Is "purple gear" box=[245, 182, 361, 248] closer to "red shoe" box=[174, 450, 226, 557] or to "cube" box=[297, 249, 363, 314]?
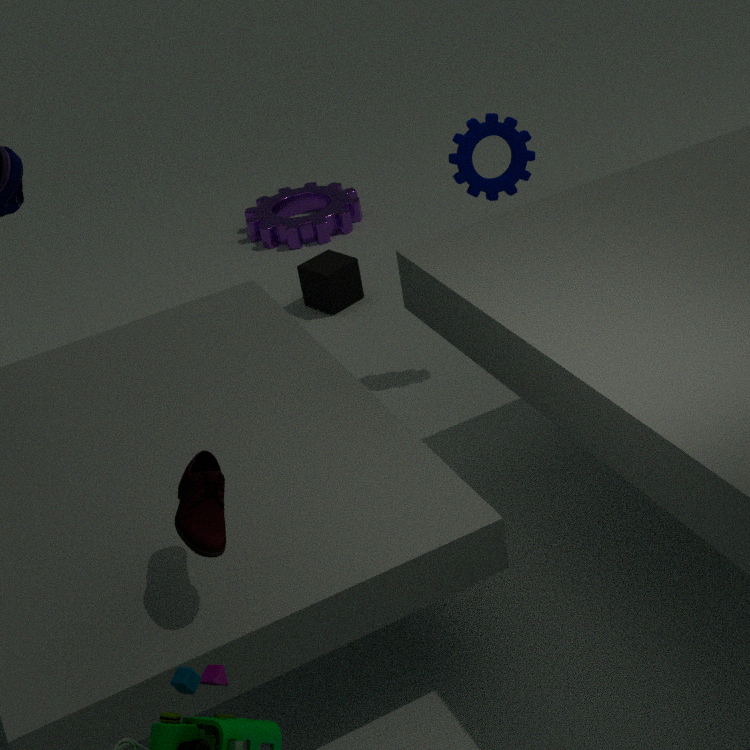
"cube" box=[297, 249, 363, 314]
